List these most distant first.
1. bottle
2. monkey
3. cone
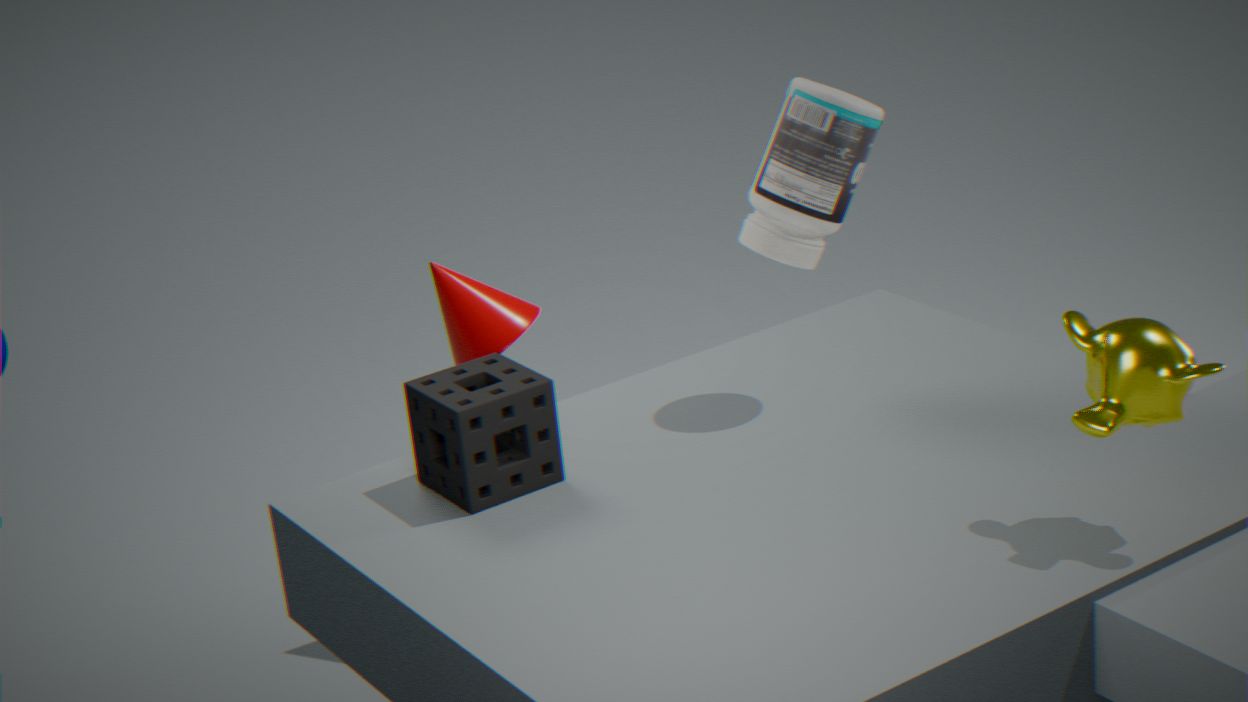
cone, bottle, monkey
